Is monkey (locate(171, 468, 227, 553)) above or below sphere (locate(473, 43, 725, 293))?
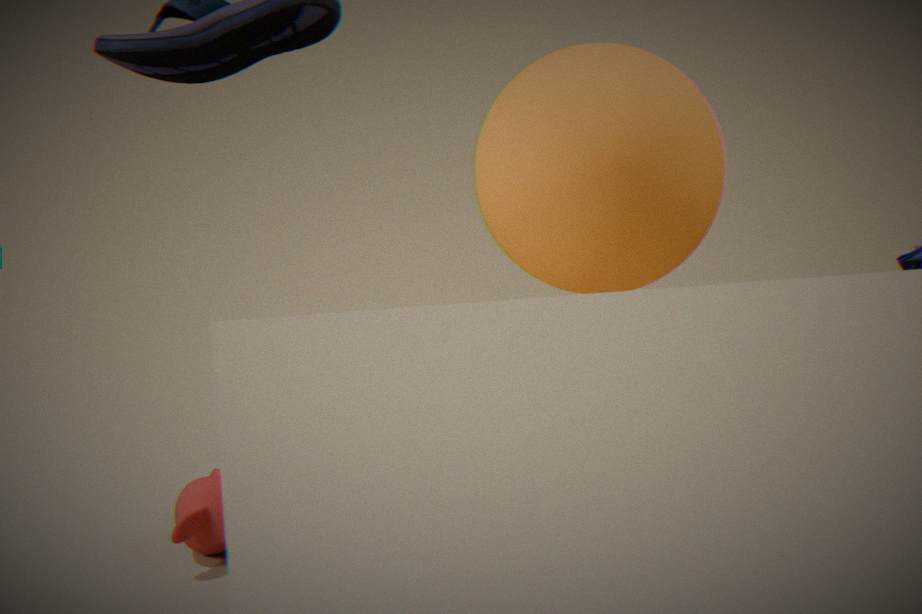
below
